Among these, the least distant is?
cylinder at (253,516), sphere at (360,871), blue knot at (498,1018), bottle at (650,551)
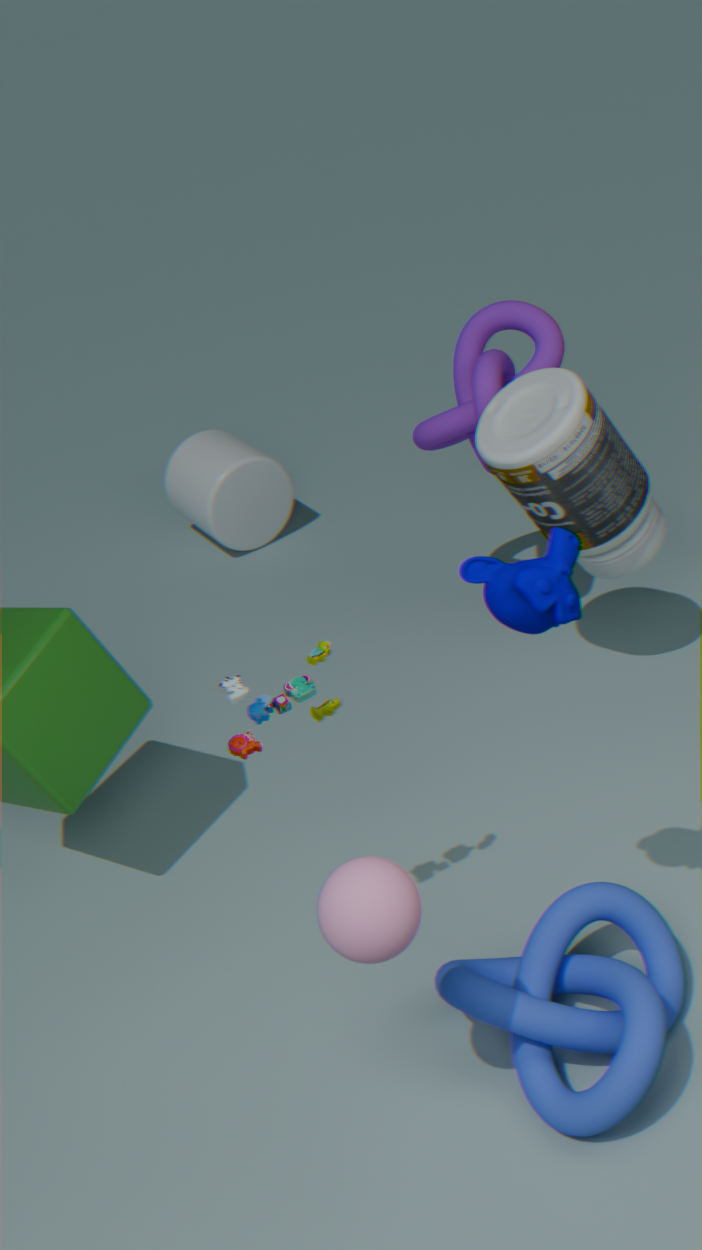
sphere at (360,871)
